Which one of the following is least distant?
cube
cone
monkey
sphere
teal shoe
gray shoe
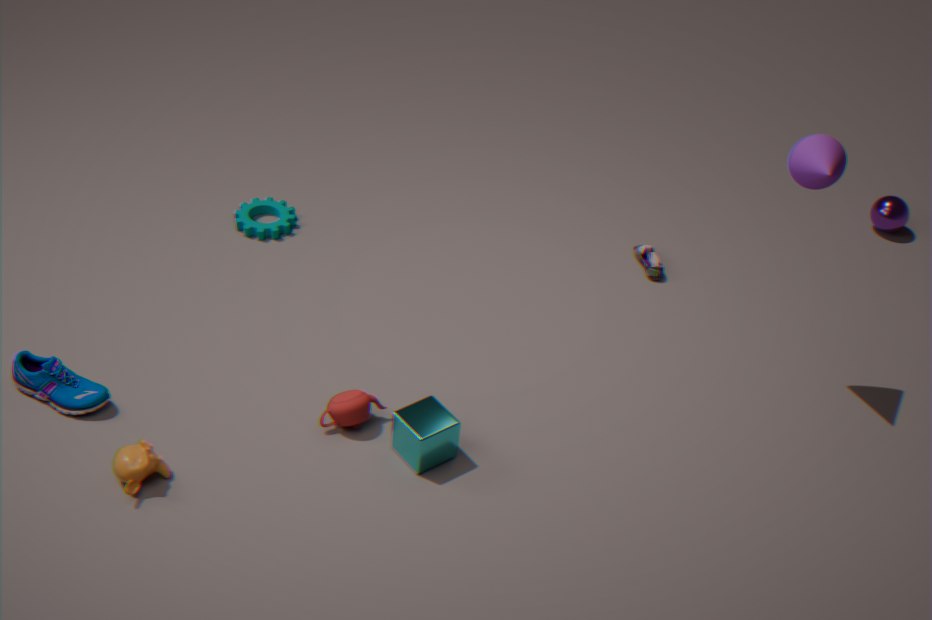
monkey
